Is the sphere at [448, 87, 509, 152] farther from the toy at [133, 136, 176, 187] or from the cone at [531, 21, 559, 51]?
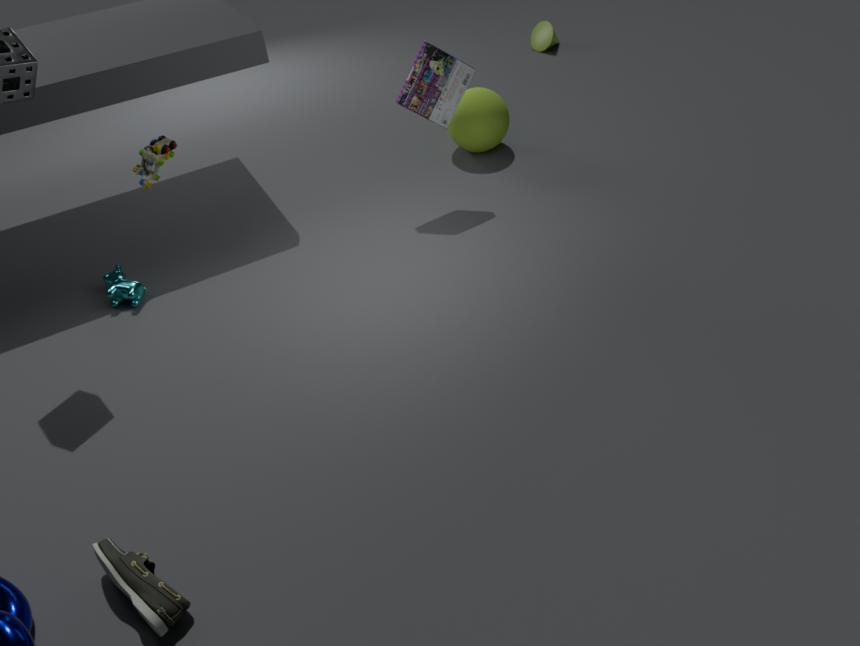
the toy at [133, 136, 176, 187]
